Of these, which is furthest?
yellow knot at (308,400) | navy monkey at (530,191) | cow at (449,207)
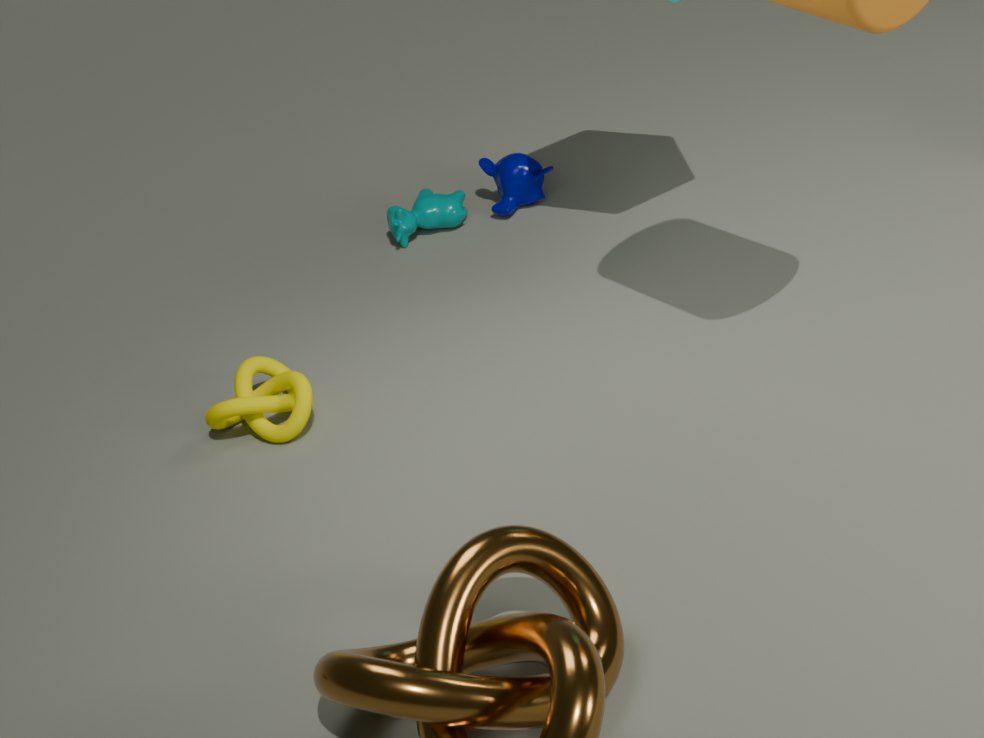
navy monkey at (530,191)
